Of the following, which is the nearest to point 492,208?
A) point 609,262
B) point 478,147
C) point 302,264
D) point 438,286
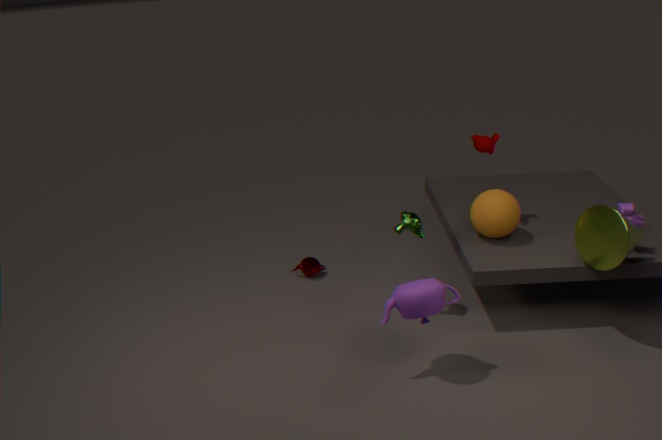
point 478,147
